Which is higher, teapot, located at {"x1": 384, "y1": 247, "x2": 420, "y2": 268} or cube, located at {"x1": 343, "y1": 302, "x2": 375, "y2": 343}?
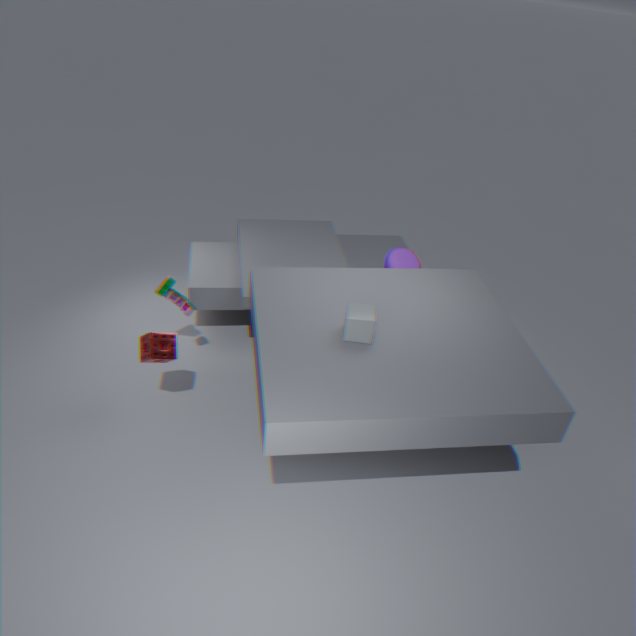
cube, located at {"x1": 343, "y1": 302, "x2": 375, "y2": 343}
